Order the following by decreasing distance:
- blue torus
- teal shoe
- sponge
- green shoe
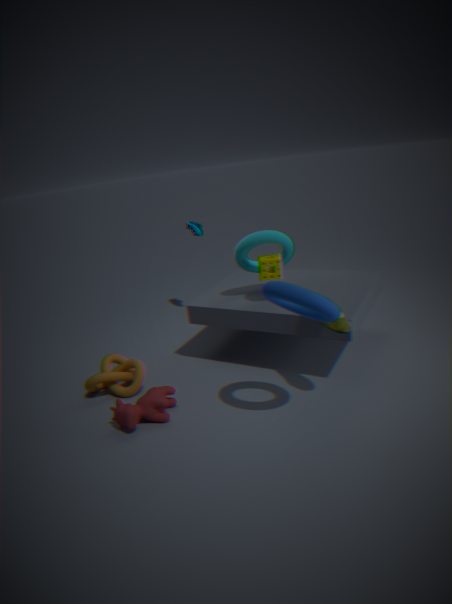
teal shoe, sponge, green shoe, blue torus
